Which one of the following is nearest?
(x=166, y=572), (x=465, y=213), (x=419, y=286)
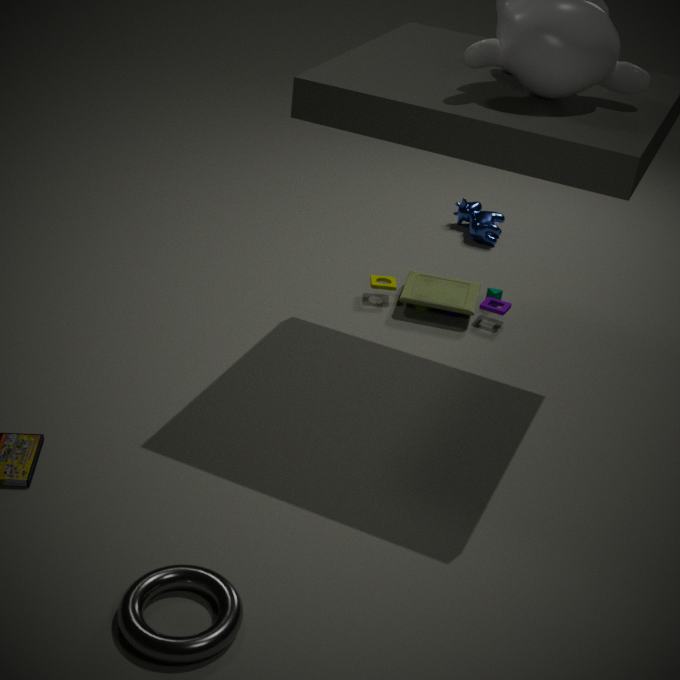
(x=166, y=572)
